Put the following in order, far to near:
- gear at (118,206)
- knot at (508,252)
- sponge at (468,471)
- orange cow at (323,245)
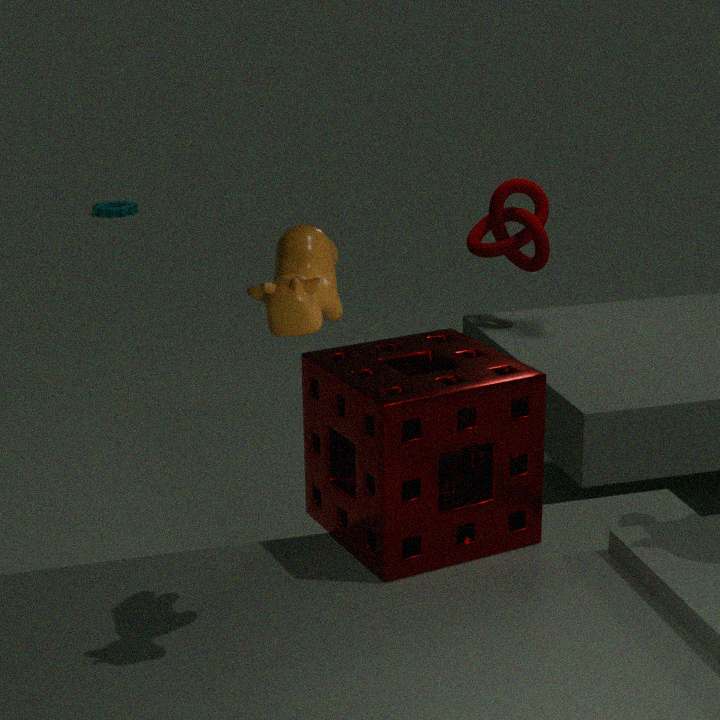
1. gear at (118,206)
2. knot at (508,252)
3. sponge at (468,471)
4. orange cow at (323,245)
